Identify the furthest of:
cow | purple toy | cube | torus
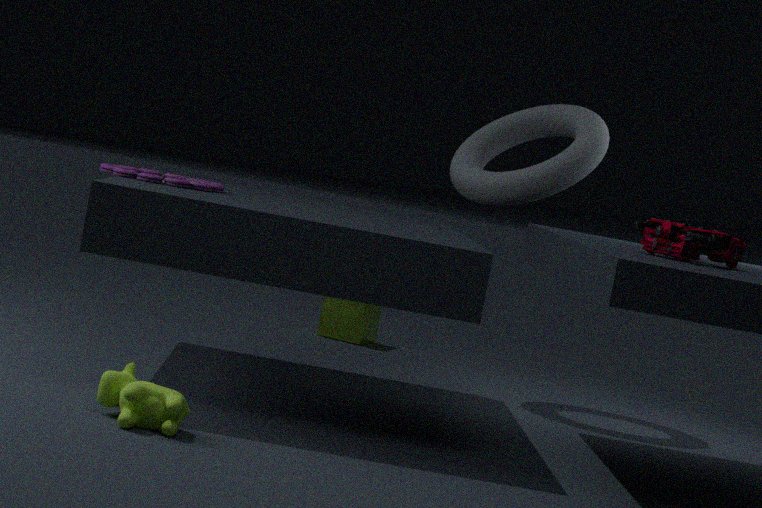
cube
